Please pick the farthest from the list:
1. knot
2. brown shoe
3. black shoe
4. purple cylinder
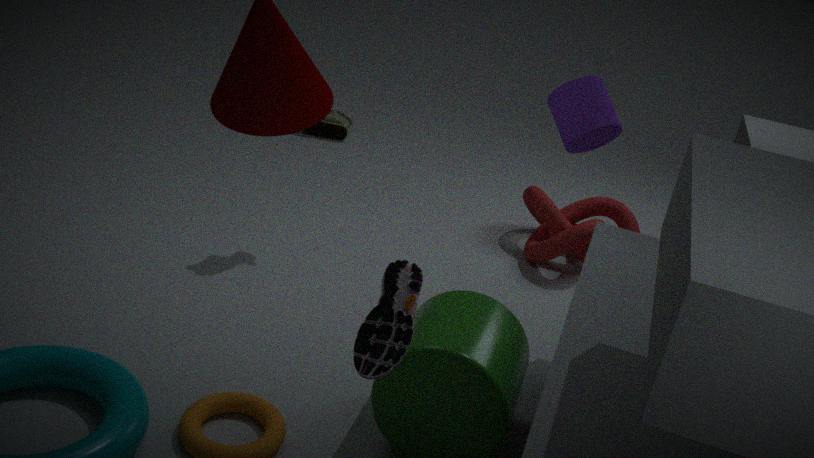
brown shoe
